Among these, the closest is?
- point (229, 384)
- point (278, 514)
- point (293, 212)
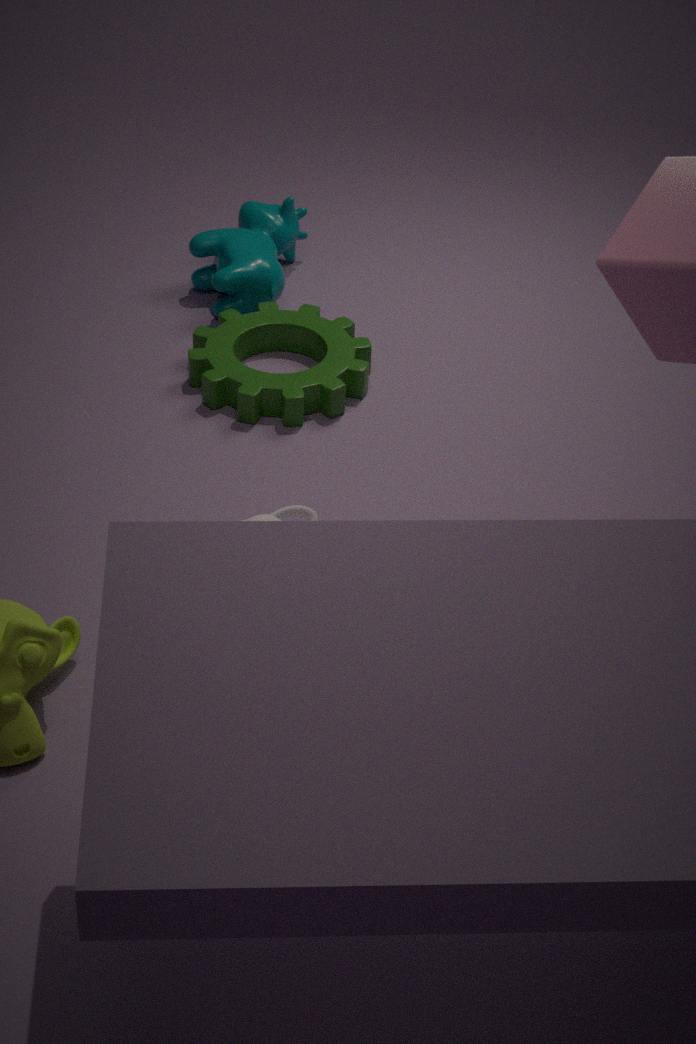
point (278, 514)
